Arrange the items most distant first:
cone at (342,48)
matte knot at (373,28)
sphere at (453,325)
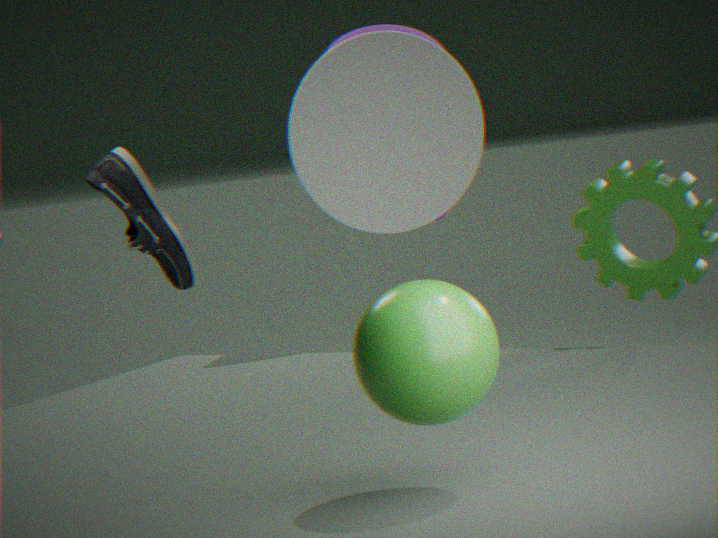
1. matte knot at (373,28)
2. cone at (342,48)
3. sphere at (453,325)
